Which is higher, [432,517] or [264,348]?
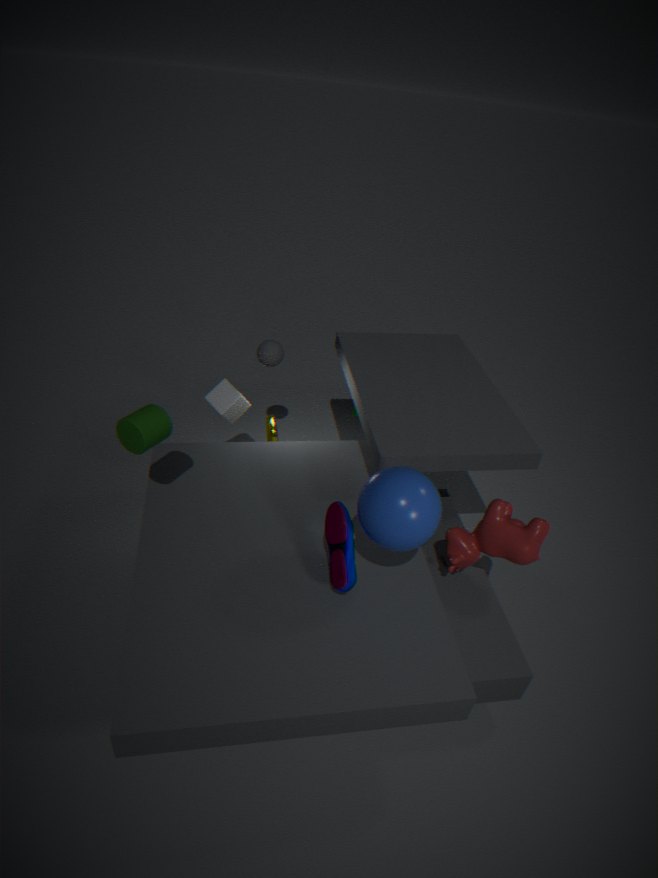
[432,517]
